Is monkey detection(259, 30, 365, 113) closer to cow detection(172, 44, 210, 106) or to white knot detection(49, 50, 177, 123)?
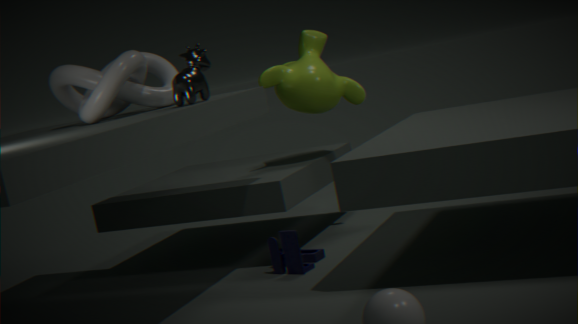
white knot detection(49, 50, 177, 123)
